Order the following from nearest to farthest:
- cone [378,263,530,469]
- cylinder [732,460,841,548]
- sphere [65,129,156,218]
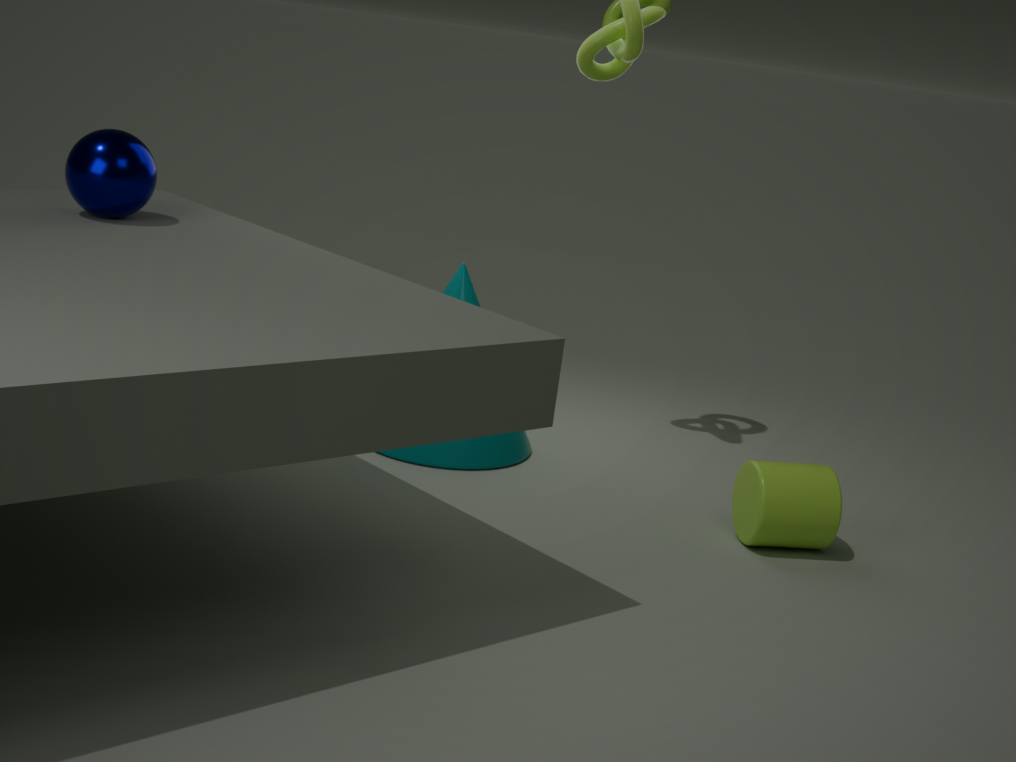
sphere [65,129,156,218]
cylinder [732,460,841,548]
cone [378,263,530,469]
